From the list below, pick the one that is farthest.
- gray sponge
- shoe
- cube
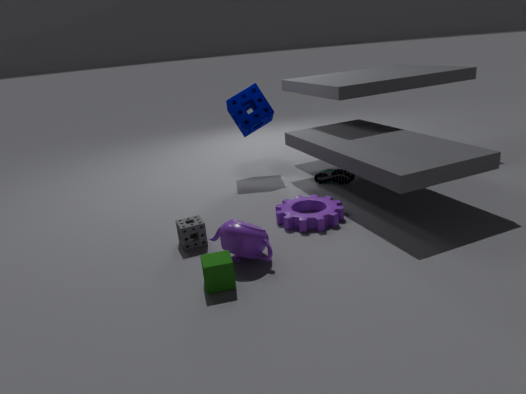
shoe
